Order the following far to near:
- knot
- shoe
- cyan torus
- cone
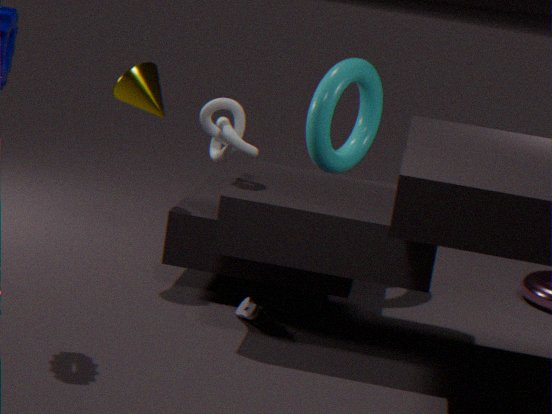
cyan torus
cone
shoe
knot
